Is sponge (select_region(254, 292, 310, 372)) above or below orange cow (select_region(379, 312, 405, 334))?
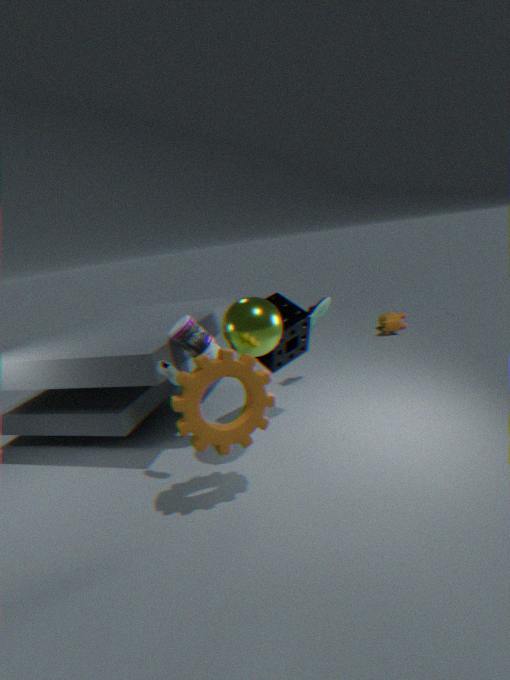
above
